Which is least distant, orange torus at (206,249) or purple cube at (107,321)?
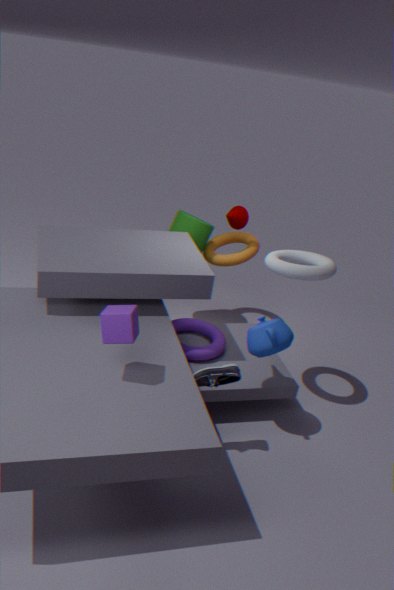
purple cube at (107,321)
